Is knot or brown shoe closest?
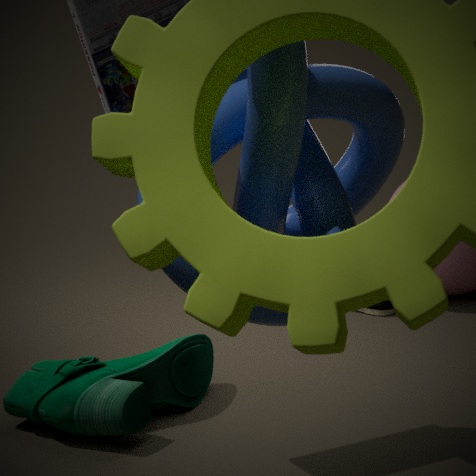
knot
